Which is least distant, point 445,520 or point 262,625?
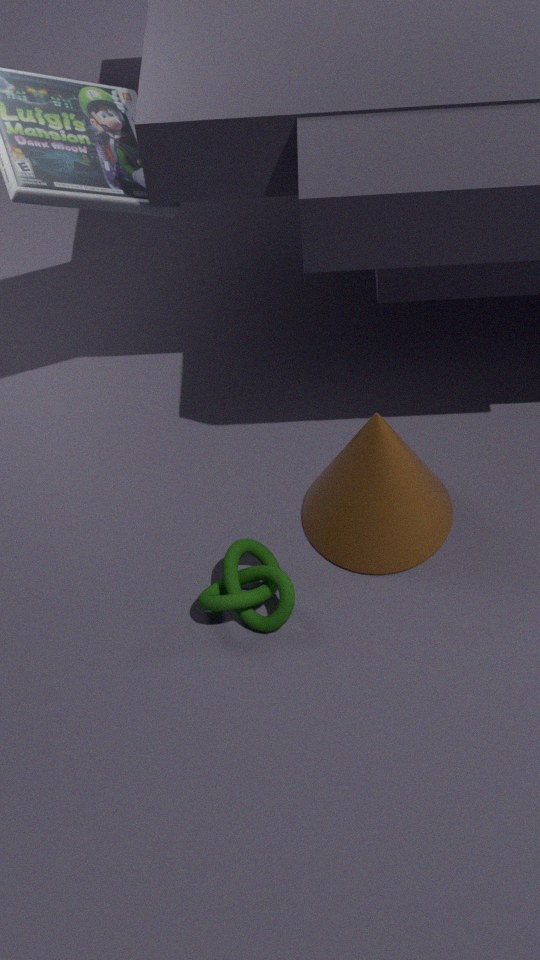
point 262,625
